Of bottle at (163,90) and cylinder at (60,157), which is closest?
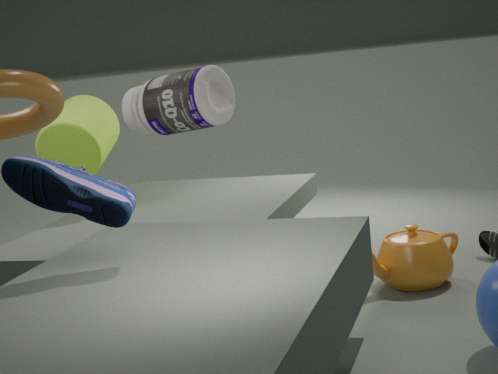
bottle at (163,90)
